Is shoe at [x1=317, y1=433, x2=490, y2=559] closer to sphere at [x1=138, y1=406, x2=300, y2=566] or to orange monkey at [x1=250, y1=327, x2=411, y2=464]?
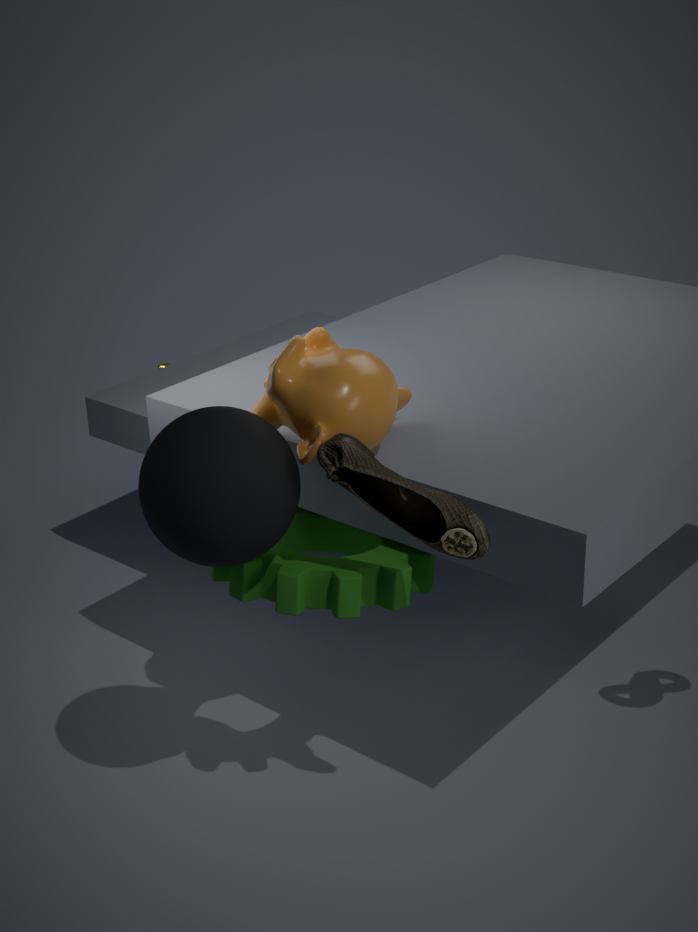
orange monkey at [x1=250, y1=327, x2=411, y2=464]
